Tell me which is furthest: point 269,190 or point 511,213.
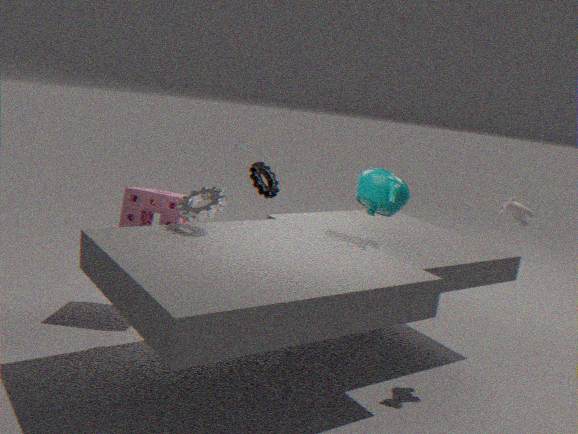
point 269,190
